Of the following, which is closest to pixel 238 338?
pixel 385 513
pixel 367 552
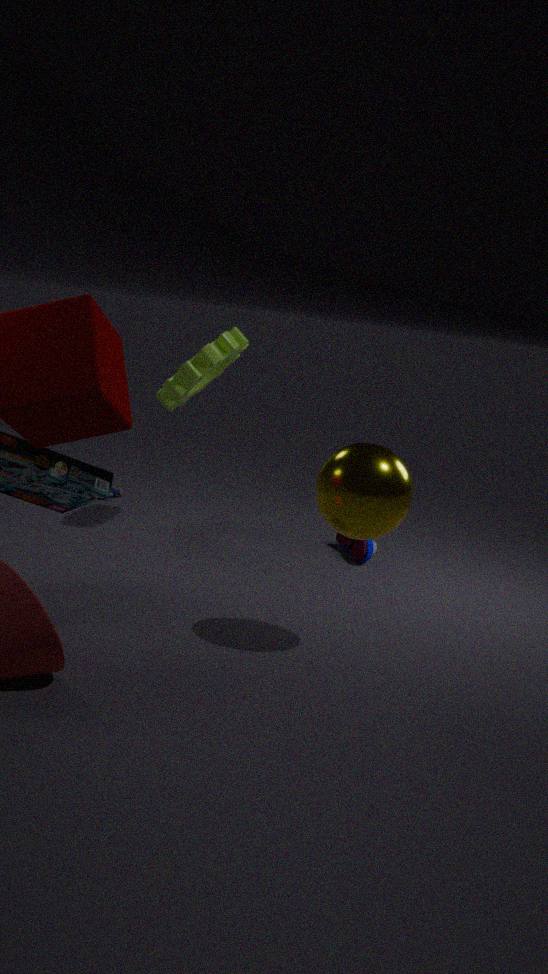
pixel 367 552
